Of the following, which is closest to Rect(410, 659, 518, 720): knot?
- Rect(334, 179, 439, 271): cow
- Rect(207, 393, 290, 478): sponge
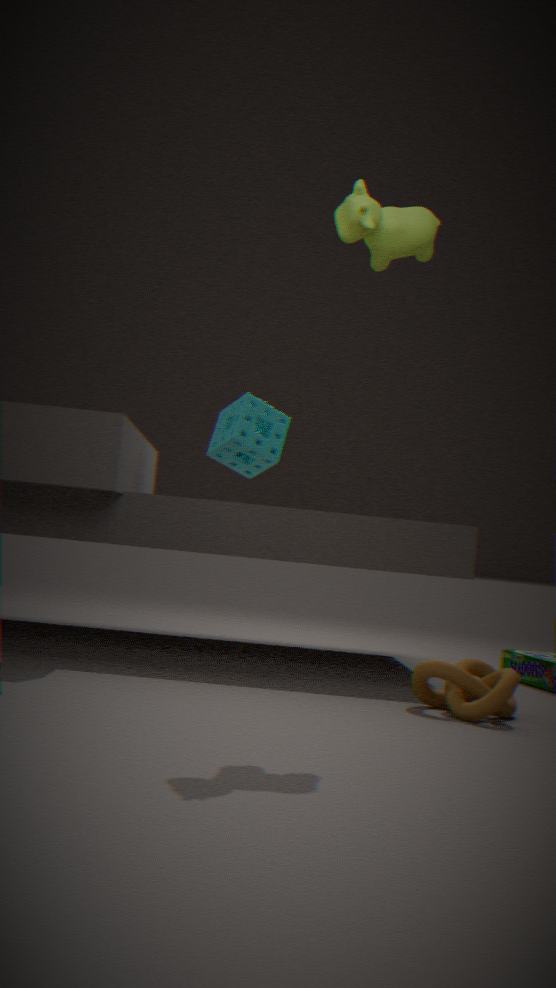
Rect(334, 179, 439, 271): cow
